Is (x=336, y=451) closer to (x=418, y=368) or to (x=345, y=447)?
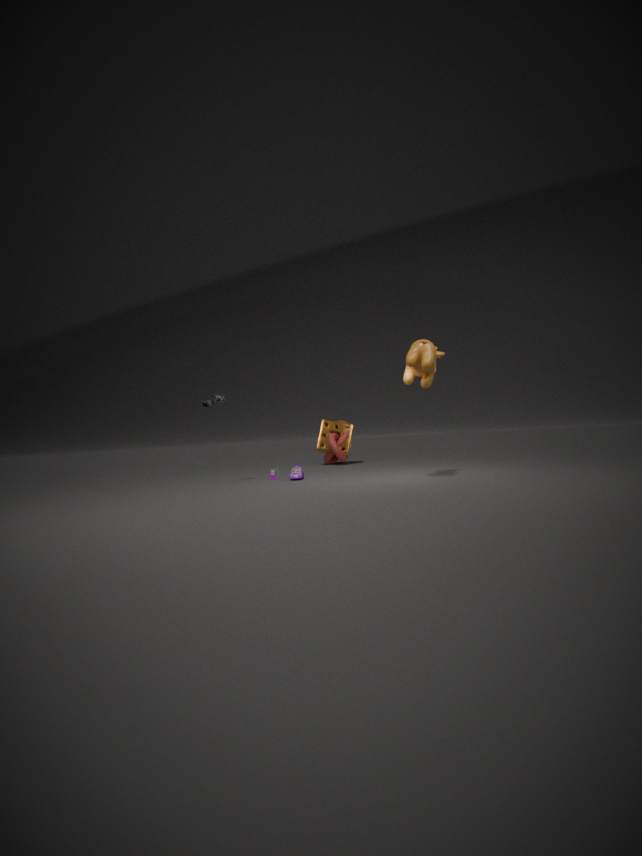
(x=345, y=447)
